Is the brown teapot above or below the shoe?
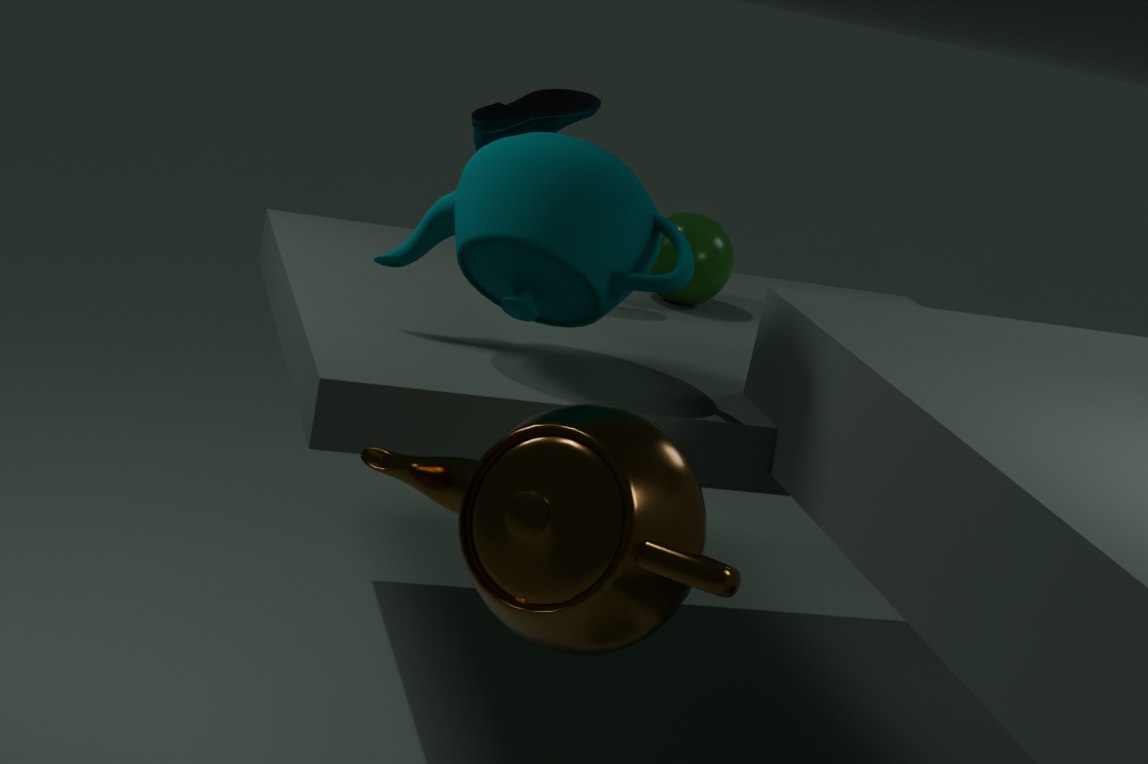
below
